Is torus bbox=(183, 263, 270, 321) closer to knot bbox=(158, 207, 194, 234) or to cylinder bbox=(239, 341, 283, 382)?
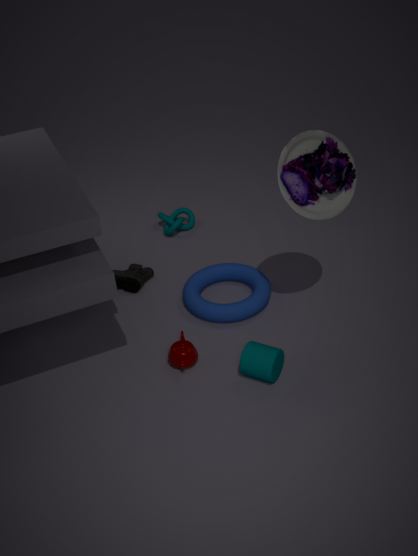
cylinder bbox=(239, 341, 283, 382)
